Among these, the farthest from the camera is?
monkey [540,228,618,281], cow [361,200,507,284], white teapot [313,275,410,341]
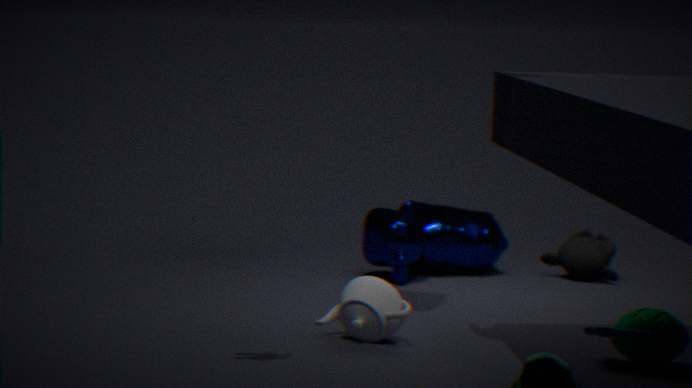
monkey [540,228,618,281]
